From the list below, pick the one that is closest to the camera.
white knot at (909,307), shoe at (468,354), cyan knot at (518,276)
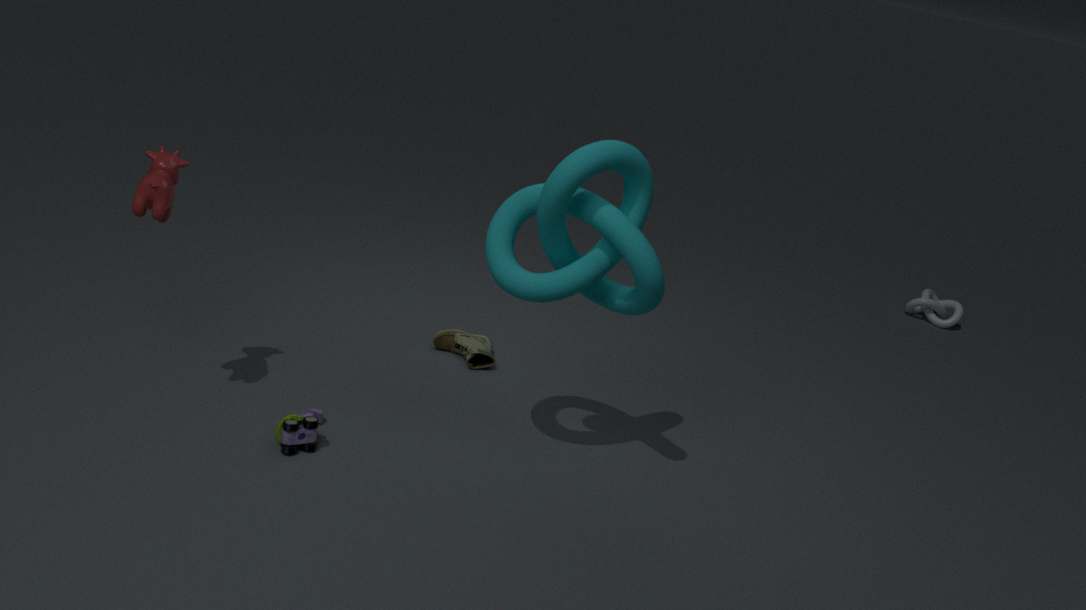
cyan knot at (518,276)
